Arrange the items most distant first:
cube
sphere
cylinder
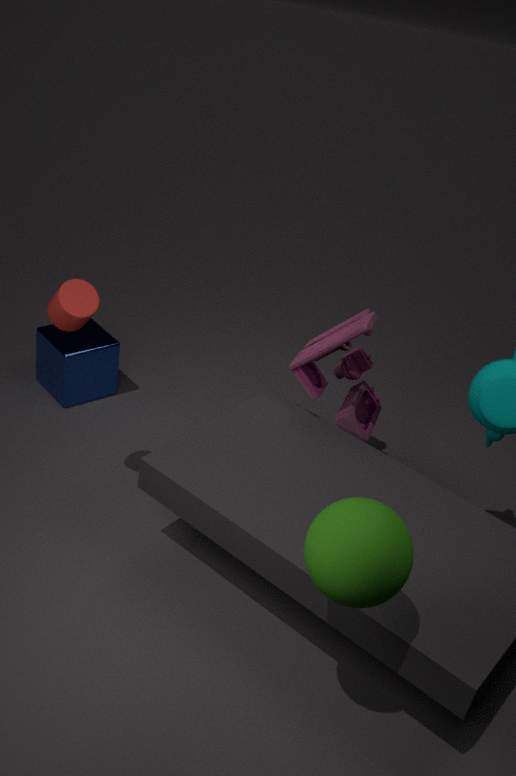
cube < cylinder < sphere
